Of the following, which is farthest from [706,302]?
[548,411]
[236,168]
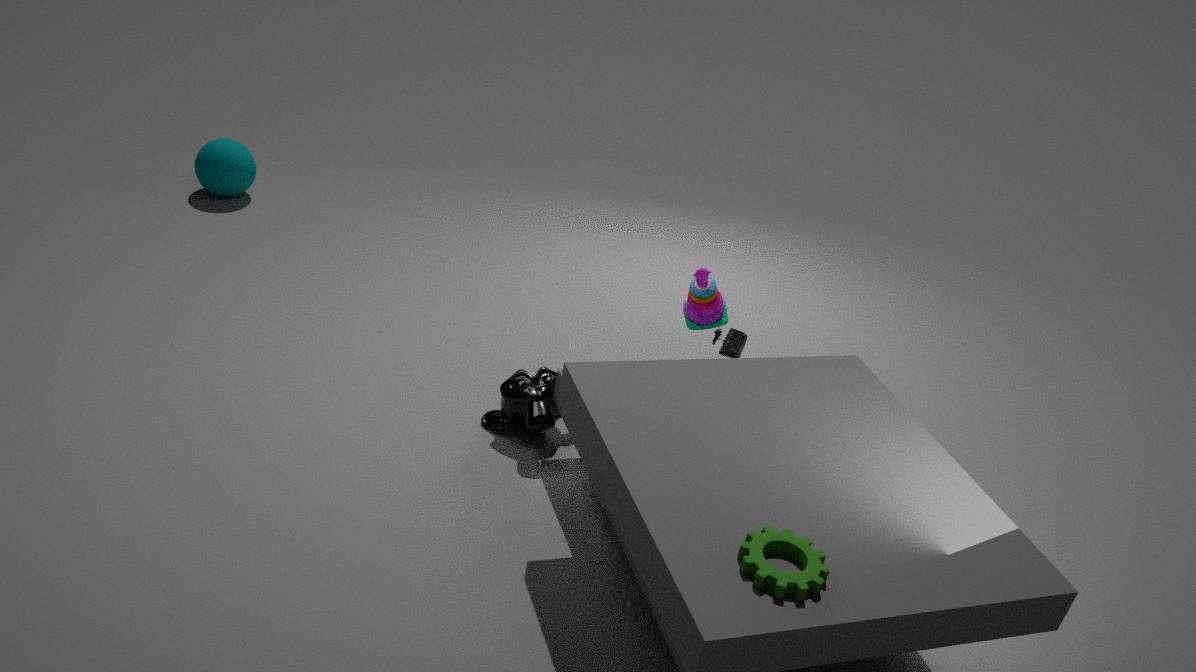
[236,168]
